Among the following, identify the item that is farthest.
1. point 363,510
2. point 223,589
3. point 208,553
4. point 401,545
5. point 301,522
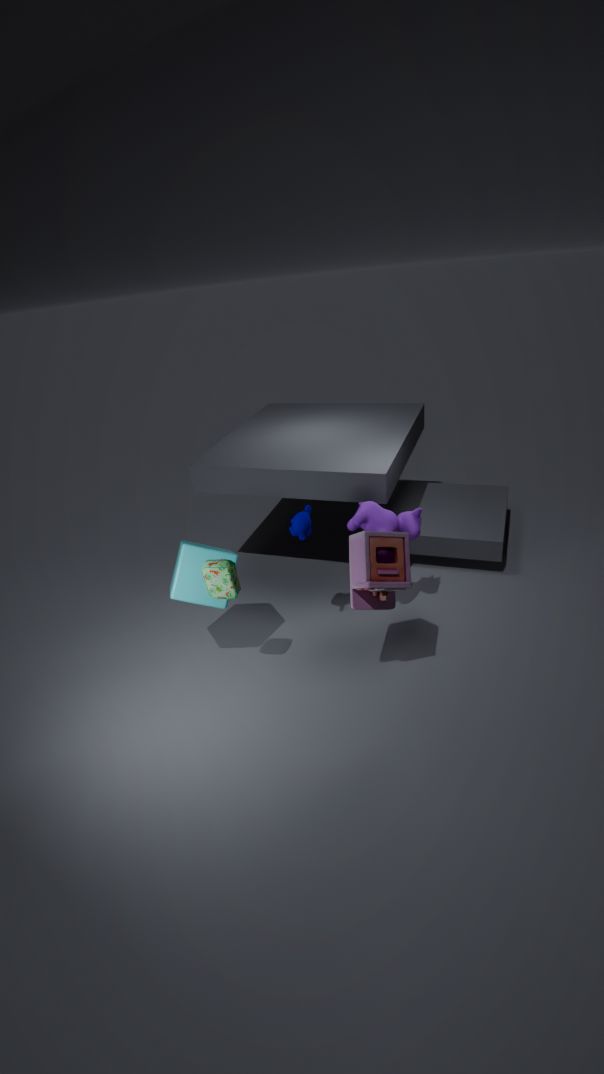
point 363,510
